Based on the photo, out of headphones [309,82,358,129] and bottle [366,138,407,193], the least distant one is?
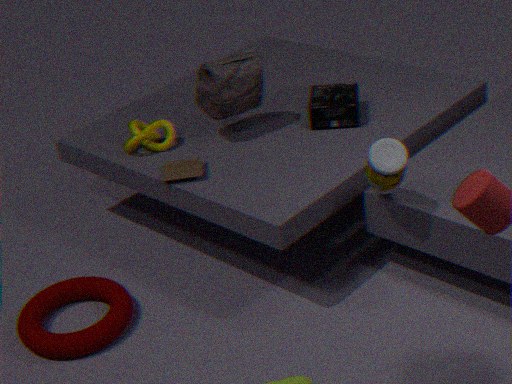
bottle [366,138,407,193]
